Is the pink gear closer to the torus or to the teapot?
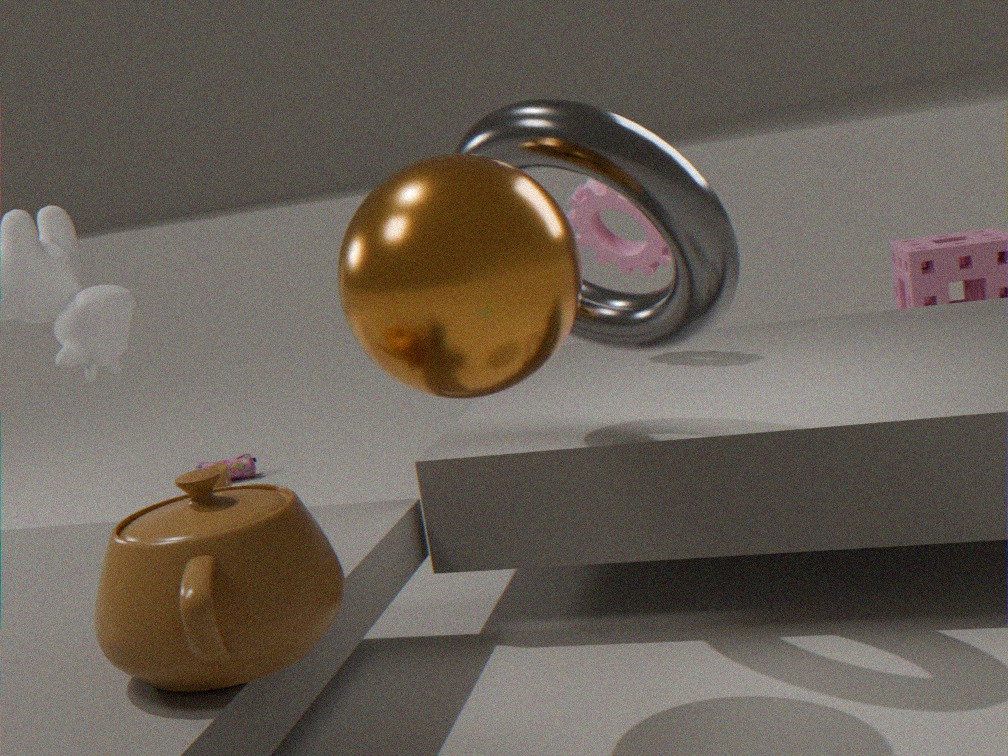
the torus
